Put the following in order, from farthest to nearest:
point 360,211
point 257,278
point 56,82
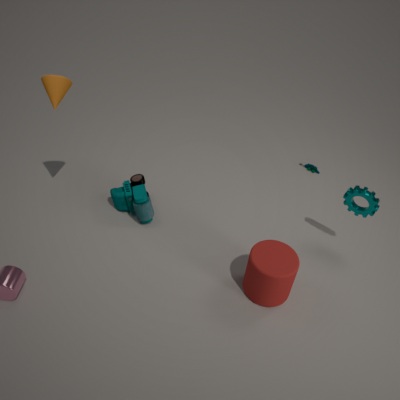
point 360,211
point 257,278
point 56,82
